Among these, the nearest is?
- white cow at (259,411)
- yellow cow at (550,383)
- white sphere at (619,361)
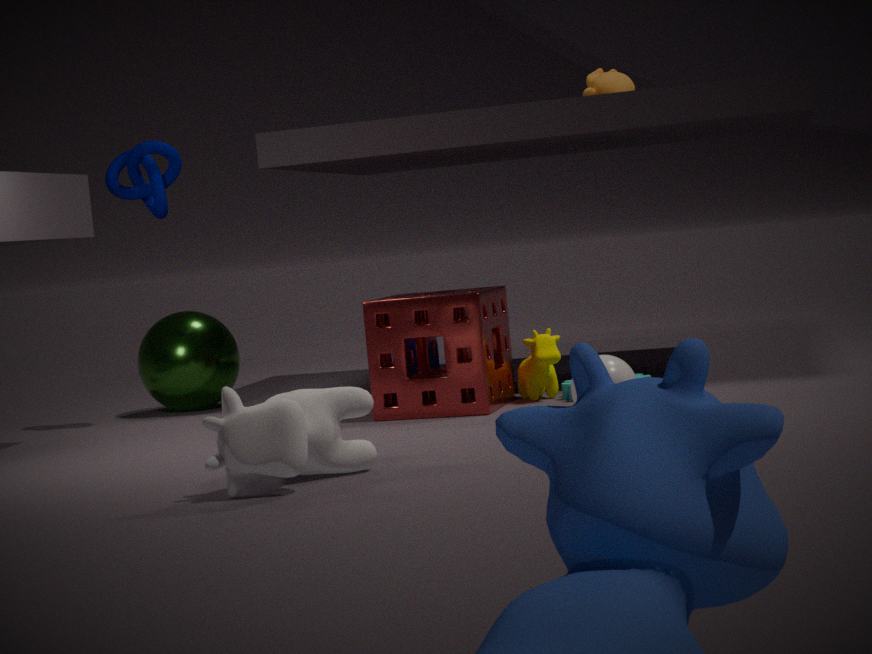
white cow at (259,411)
